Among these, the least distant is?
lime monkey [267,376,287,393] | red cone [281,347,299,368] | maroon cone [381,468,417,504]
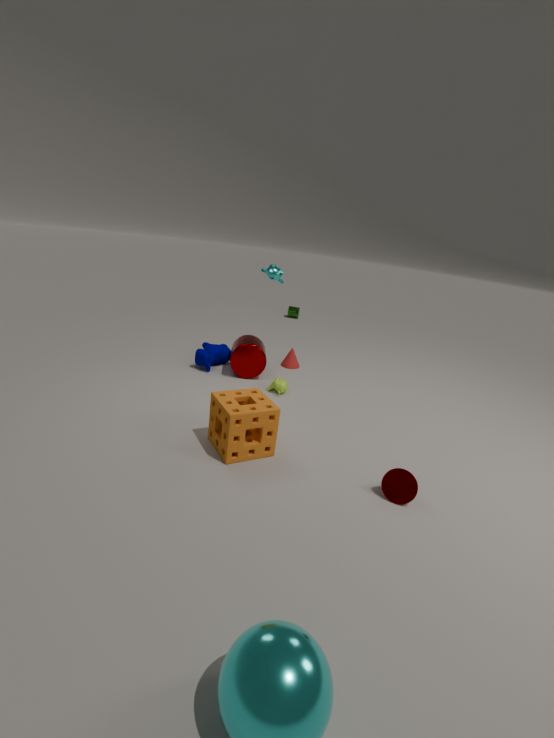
maroon cone [381,468,417,504]
